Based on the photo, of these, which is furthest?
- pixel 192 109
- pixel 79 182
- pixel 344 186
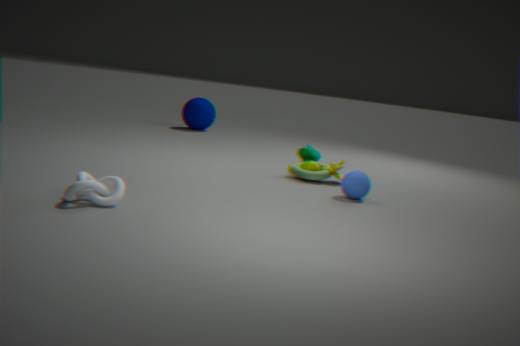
pixel 192 109
